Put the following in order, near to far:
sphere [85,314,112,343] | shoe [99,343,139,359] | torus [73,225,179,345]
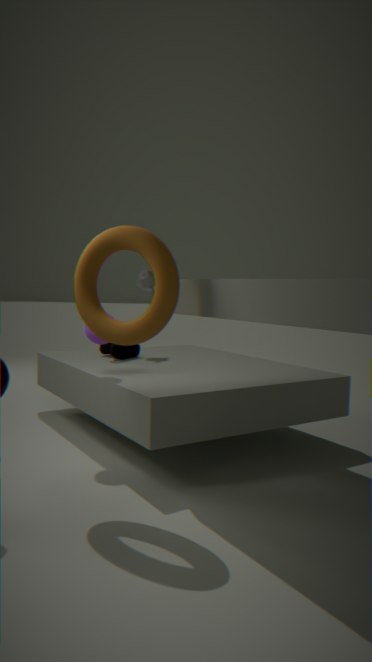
torus [73,225,179,345], sphere [85,314,112,343], shoe [99,343,139,359]
